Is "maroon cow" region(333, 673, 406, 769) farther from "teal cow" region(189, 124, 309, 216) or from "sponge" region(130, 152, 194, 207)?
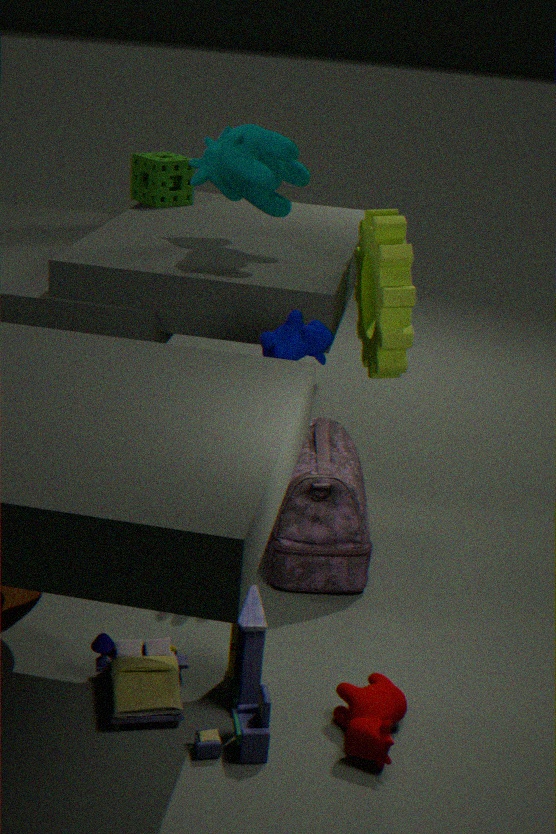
"sponge" region(130, 152, 194, 207)
